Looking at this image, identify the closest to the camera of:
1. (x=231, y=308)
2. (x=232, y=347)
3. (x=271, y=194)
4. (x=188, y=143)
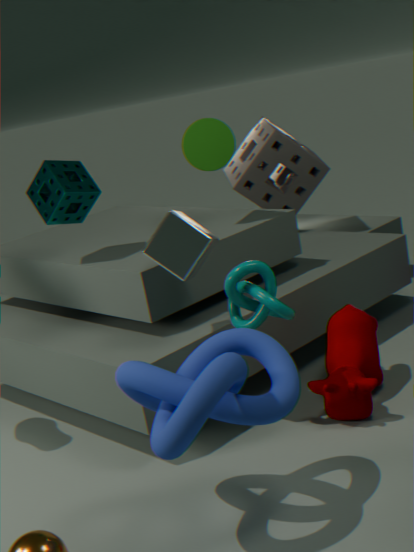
(x=232, y=347)
